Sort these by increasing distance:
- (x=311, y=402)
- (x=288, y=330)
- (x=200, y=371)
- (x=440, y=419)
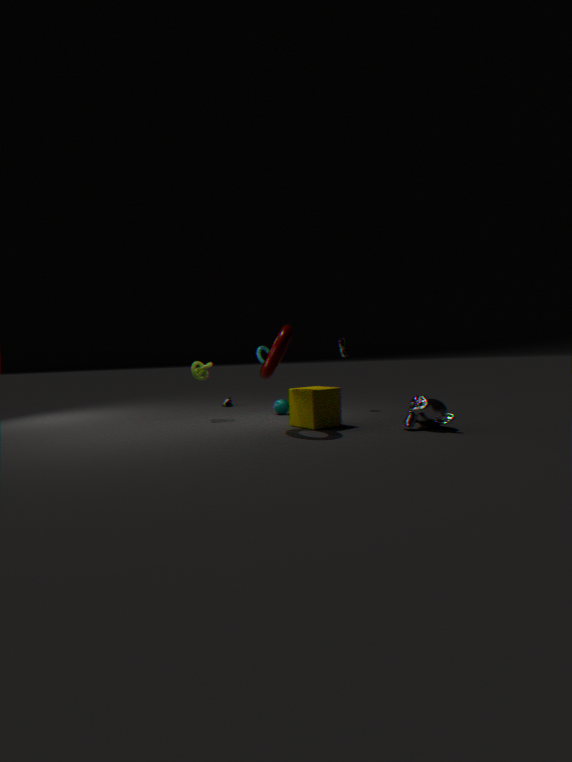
(x=440, y=419)
(x=288, y=330)
(x=311, y=402)
(x=200, y=371)
